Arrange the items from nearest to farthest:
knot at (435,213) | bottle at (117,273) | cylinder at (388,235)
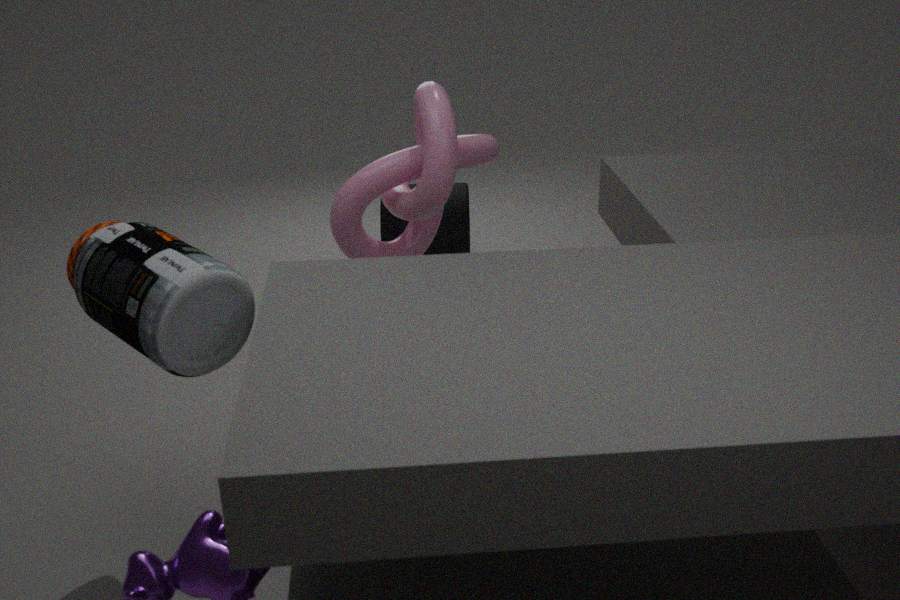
bottle at (117,273) < knot at (435,213) < cylinder at (388,235)
